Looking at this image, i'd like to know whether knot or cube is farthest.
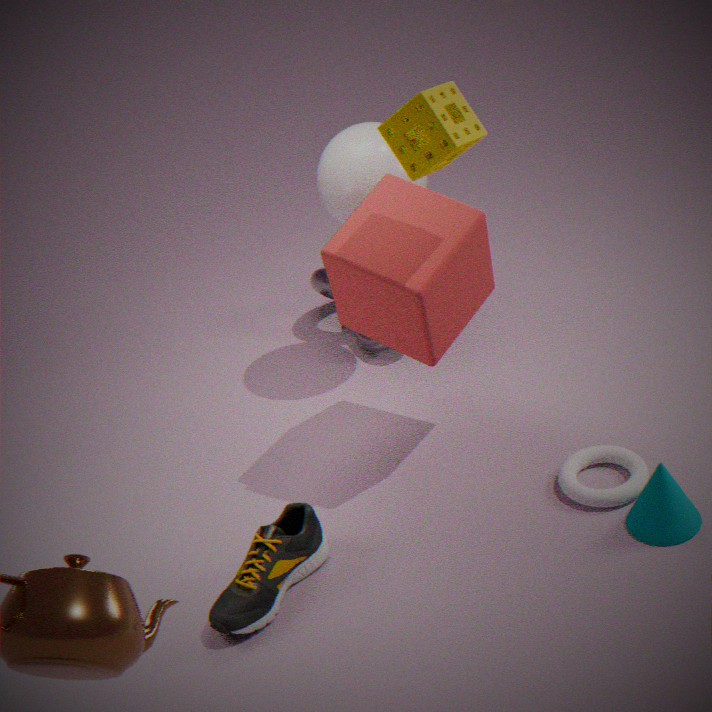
knot
